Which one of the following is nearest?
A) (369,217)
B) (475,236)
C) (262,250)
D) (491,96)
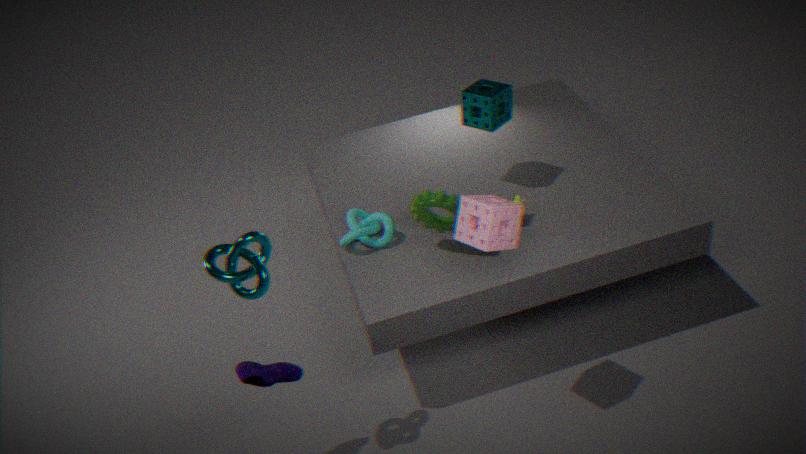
(475,236)
